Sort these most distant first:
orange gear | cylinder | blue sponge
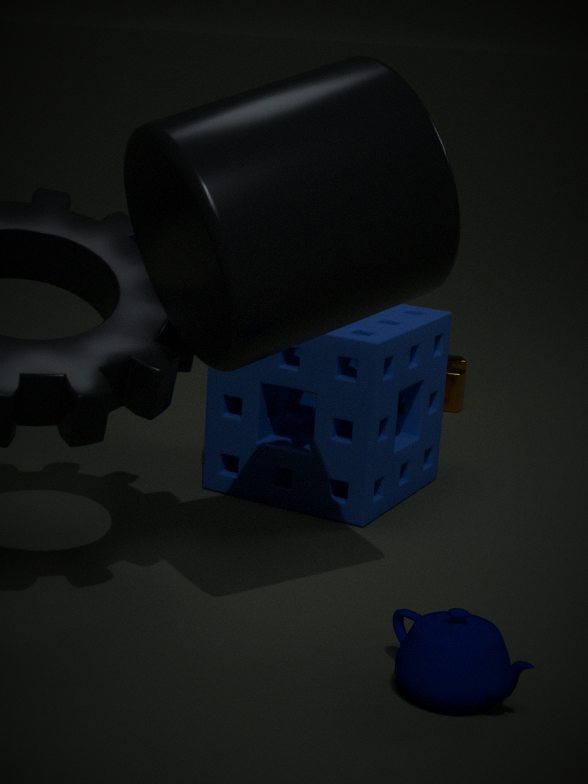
orange gear < blue sponge < cylinder
